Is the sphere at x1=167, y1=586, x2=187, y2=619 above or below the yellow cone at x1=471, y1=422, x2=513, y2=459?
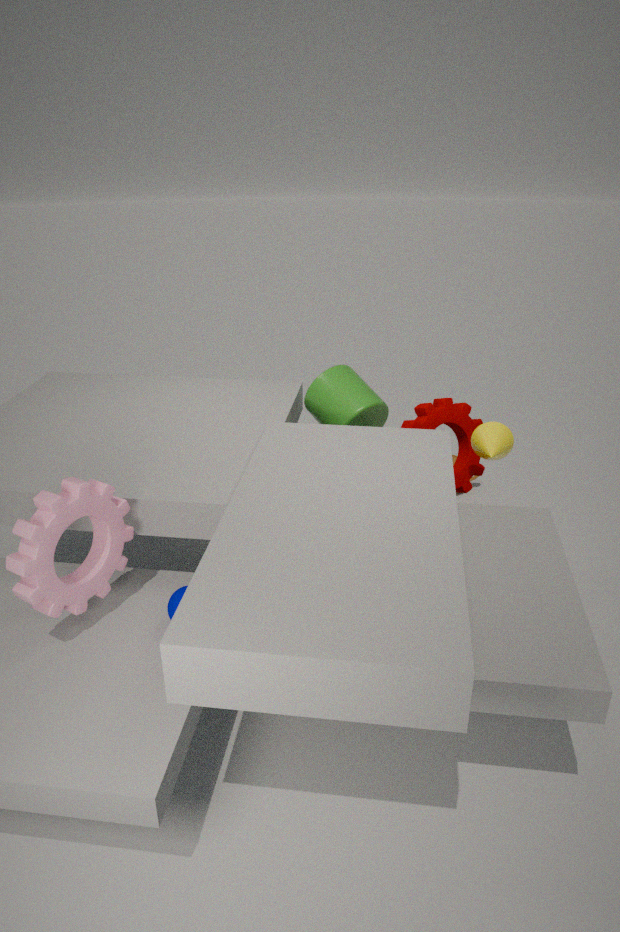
below
